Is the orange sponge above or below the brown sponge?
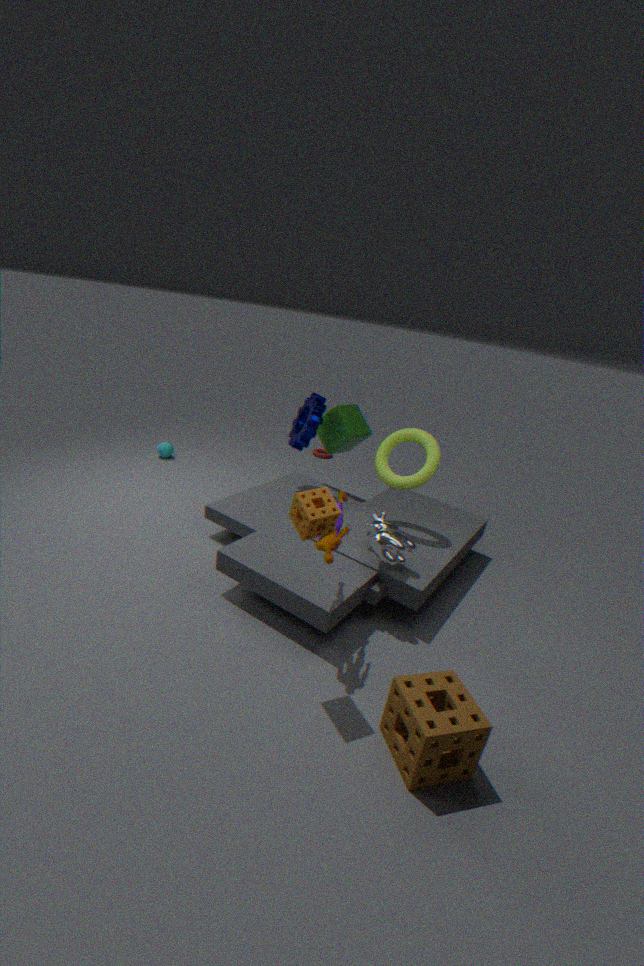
above
